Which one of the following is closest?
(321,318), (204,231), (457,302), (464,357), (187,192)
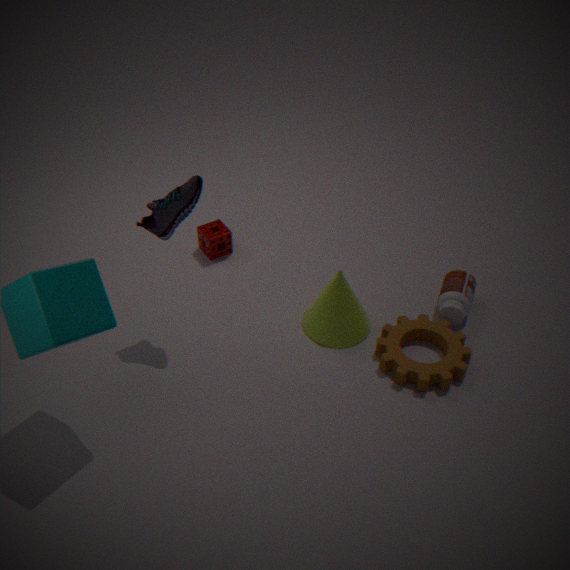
(187,192)
